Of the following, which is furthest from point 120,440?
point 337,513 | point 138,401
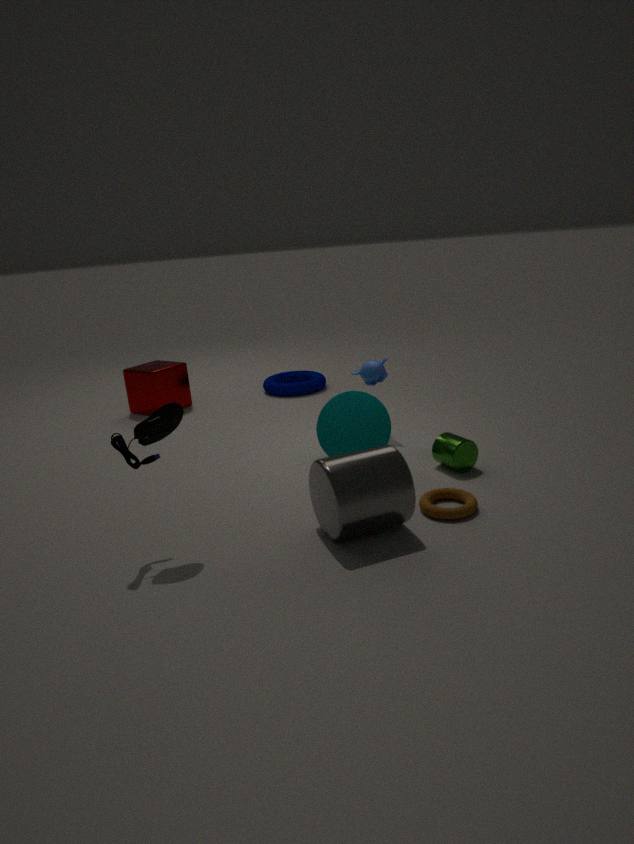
point 138,401
